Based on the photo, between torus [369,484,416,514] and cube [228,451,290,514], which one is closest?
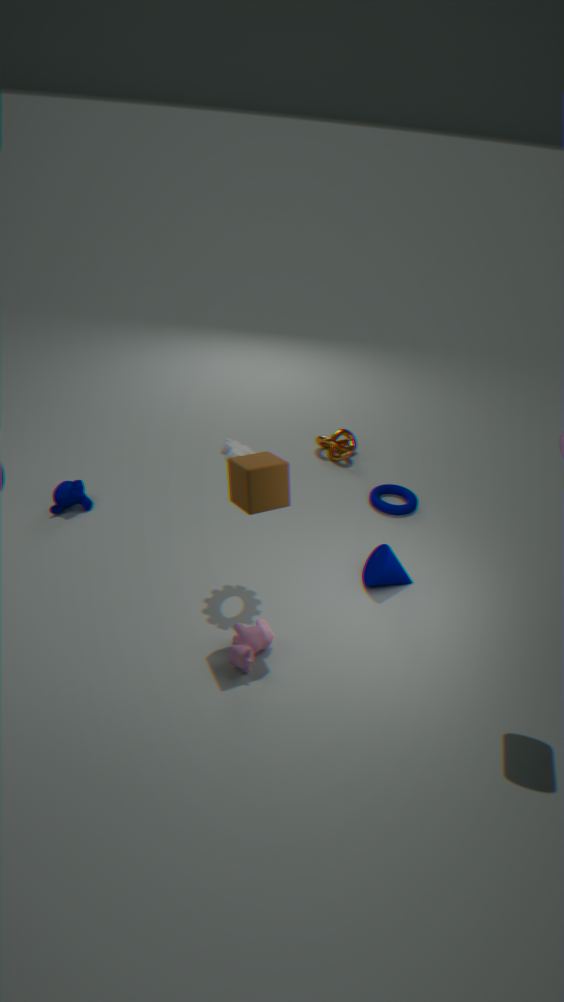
cube [228,451,290,514]
